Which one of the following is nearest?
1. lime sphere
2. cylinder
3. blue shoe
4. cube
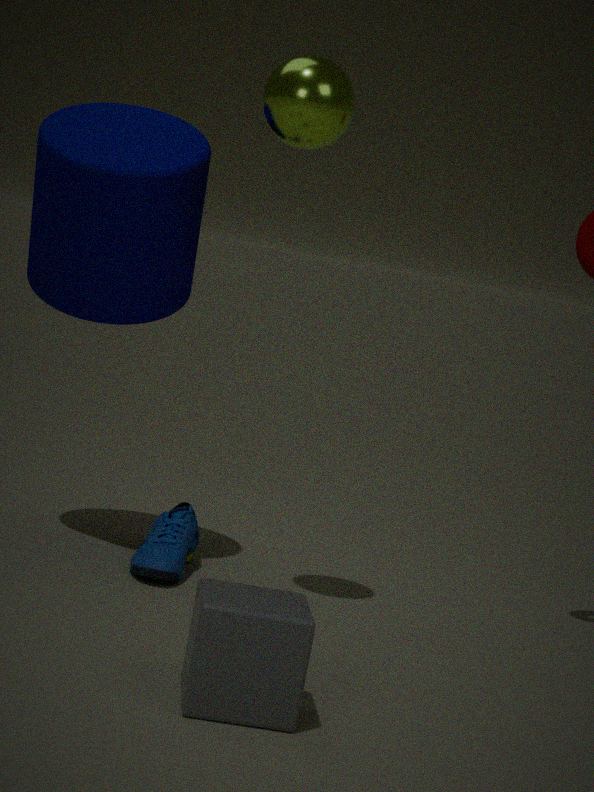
cube
